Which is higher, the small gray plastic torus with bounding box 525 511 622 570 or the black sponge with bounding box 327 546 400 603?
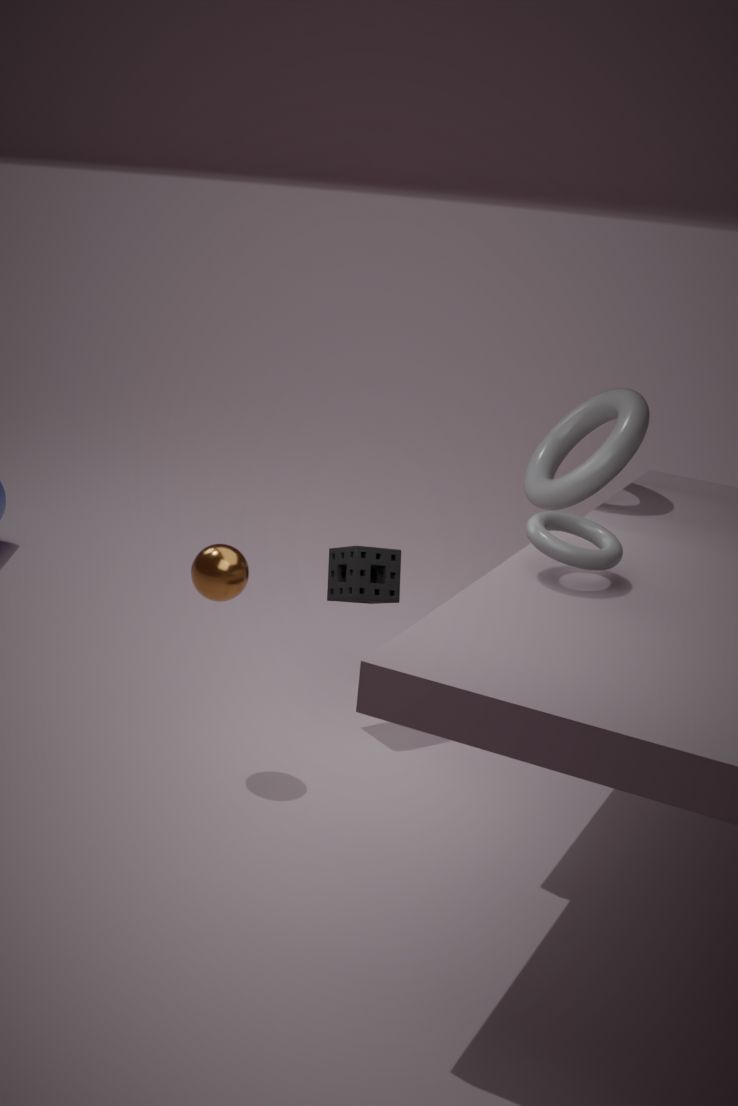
the small gray plastic torus with bounding box 525 511 622 570
